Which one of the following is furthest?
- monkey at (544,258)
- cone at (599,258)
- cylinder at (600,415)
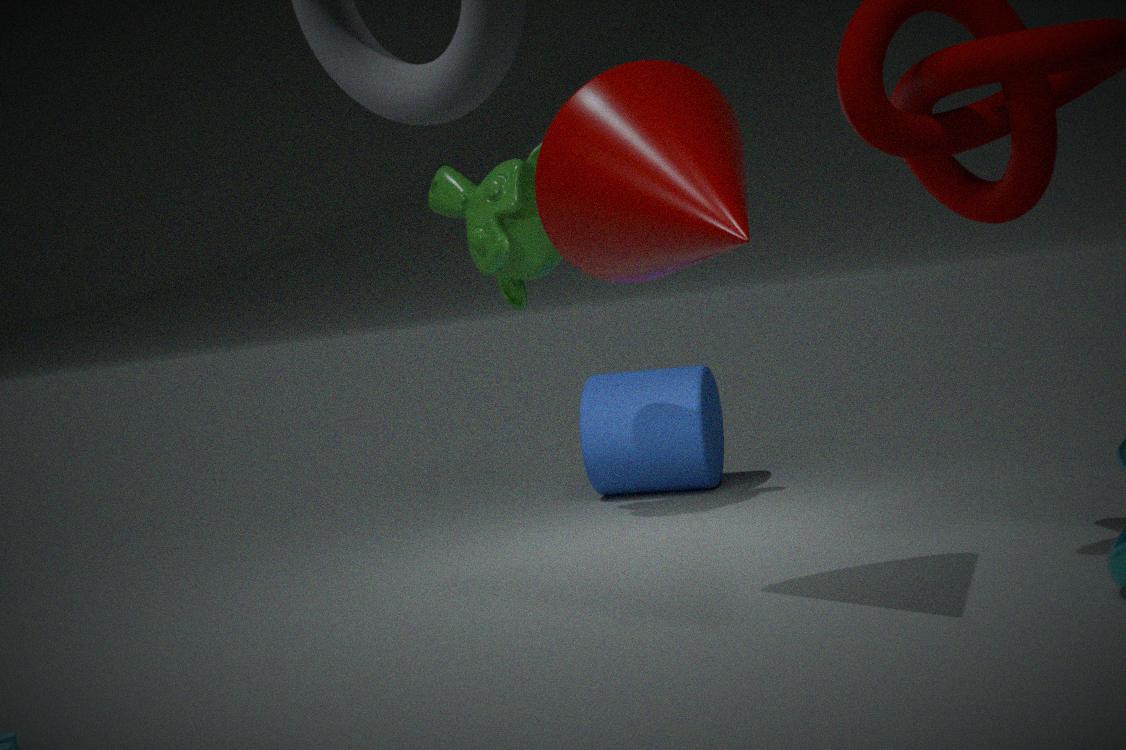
cylinder at (600,415)
